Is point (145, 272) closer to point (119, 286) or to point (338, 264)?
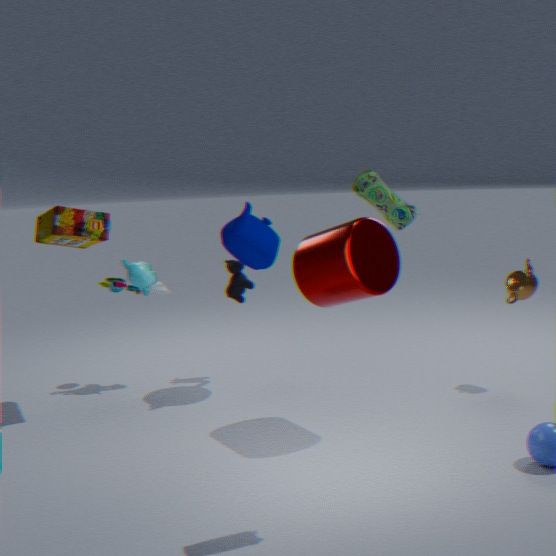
point (119, 286)
